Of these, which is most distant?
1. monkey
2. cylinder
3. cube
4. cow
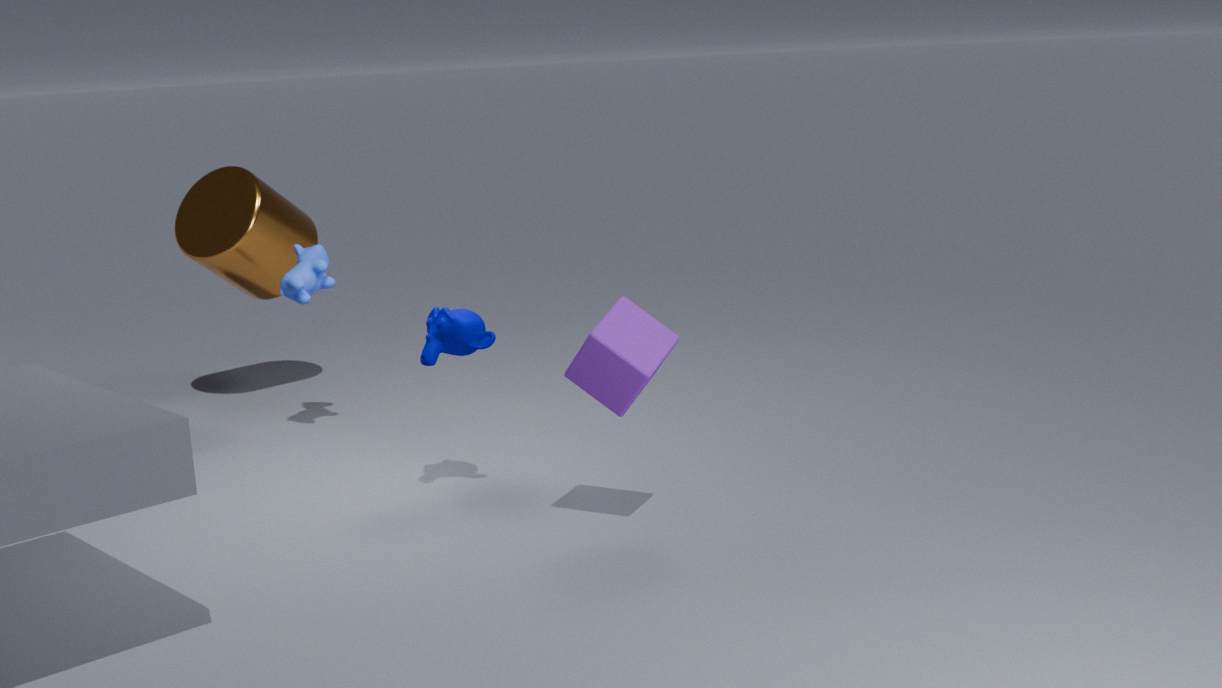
cylinder
